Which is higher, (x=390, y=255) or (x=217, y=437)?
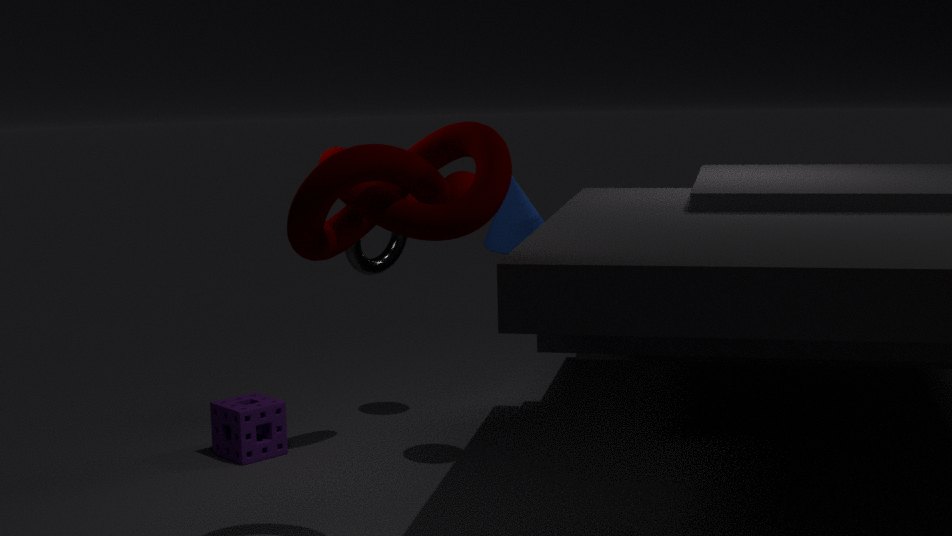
(x=390, y=255)
